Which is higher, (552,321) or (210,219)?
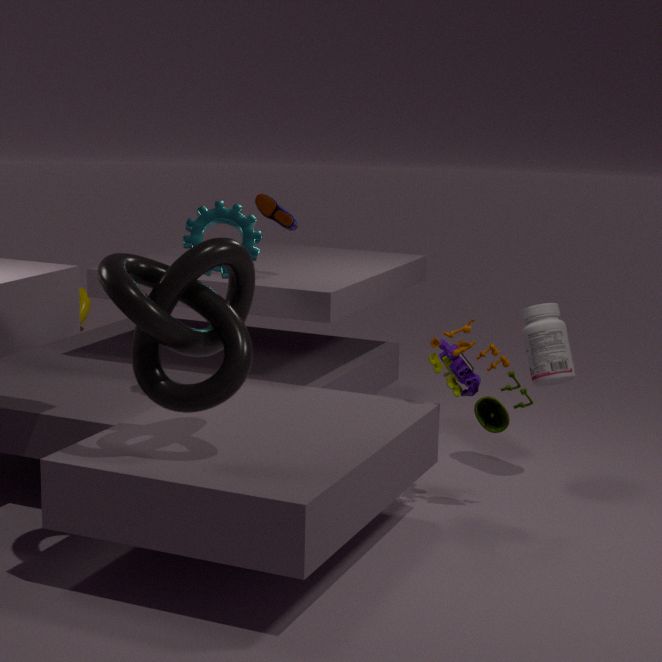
(210,219)
